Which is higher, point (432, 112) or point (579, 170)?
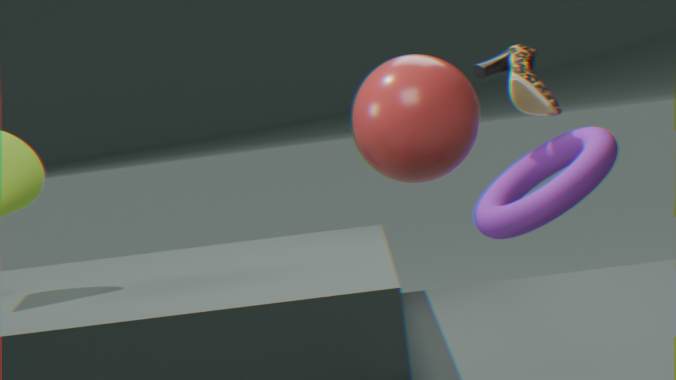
point (432, 112)
